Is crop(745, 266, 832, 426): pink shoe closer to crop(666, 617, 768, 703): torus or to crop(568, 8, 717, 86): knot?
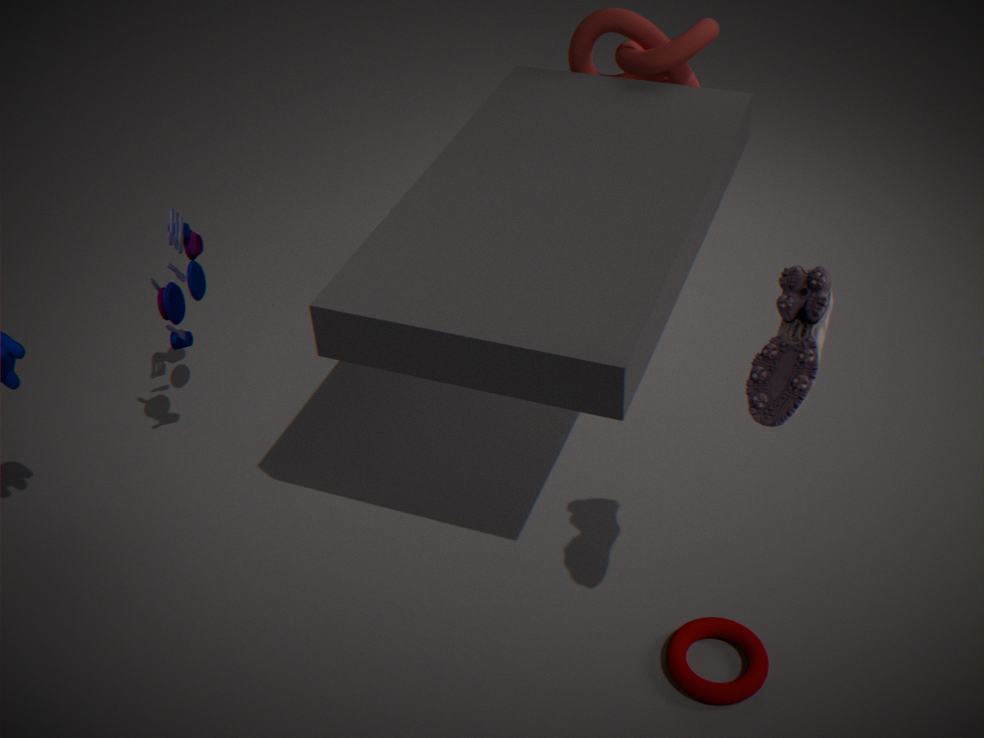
crop(666, 617, 768, 703): torus
